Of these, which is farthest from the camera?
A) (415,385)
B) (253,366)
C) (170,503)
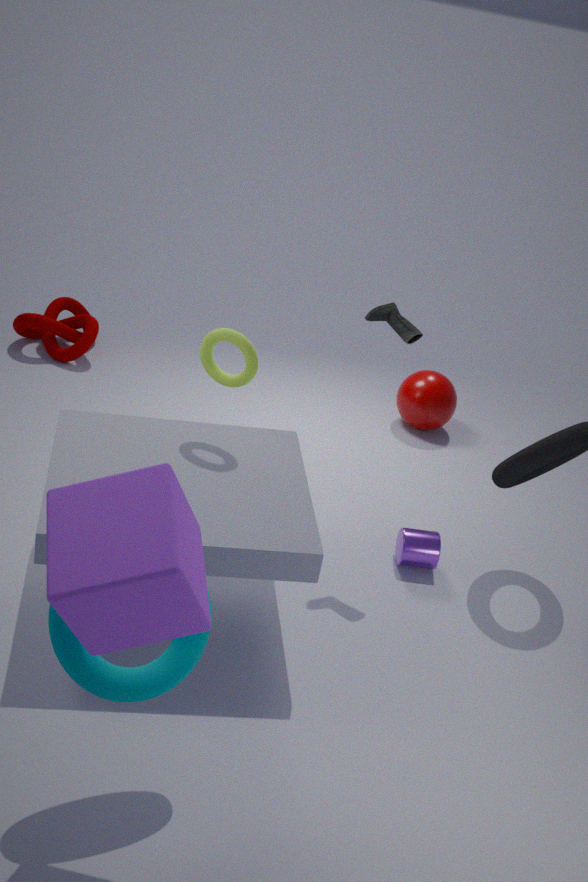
(415,385)
